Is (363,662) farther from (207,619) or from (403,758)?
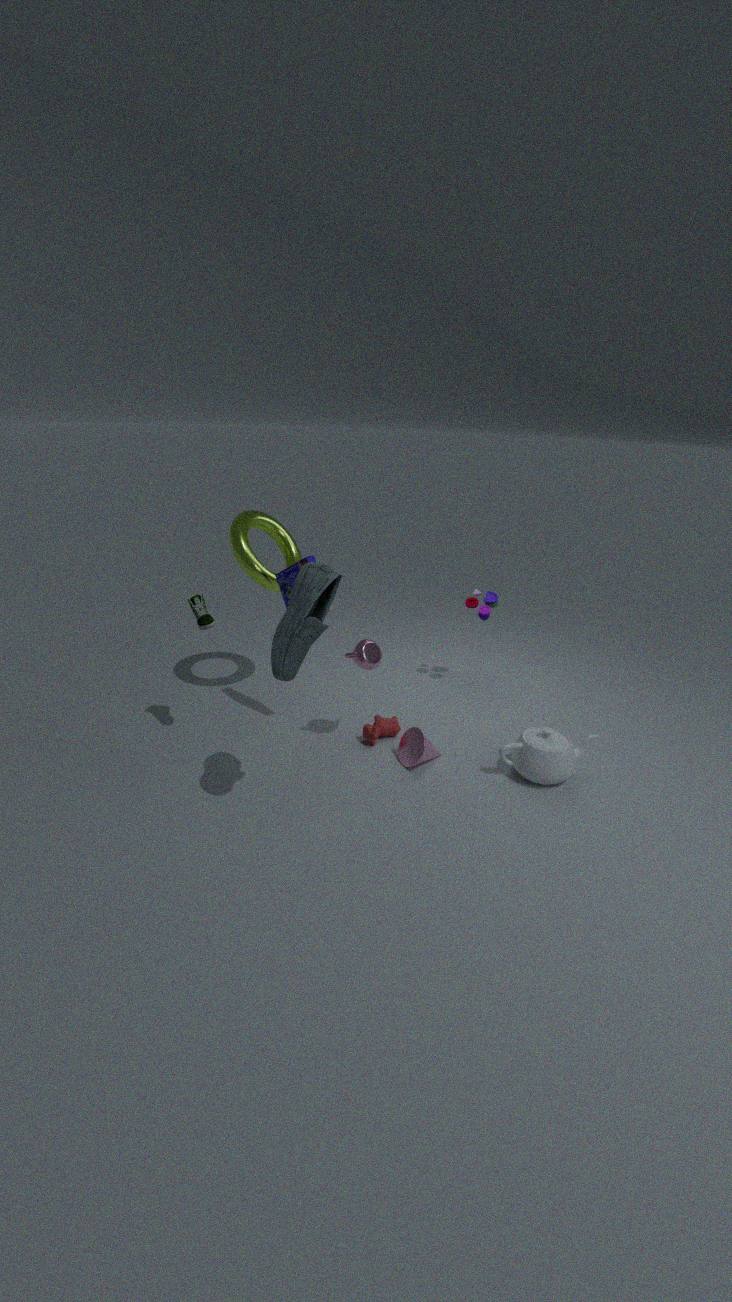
(207,619)
